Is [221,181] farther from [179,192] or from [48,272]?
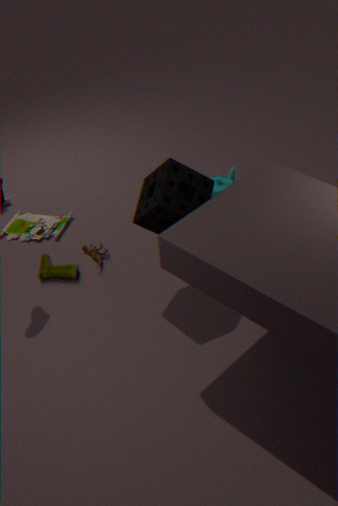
[48,272]
